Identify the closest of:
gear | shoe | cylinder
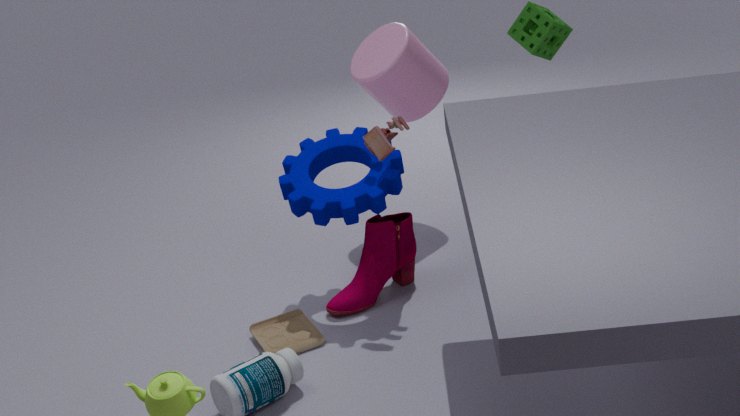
gear
